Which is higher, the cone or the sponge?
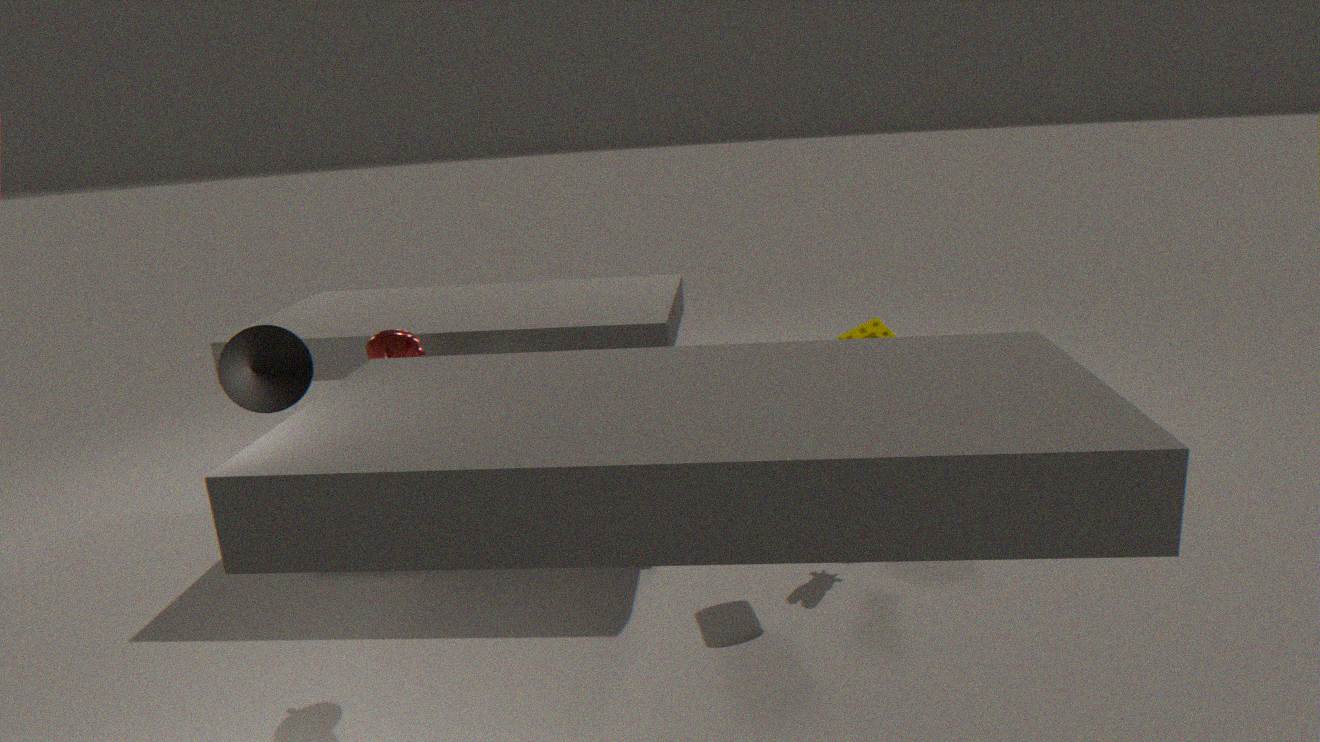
the cone
